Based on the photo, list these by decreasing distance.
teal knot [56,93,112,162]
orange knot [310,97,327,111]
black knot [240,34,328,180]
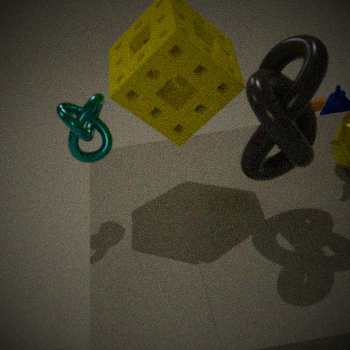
orange knot [310,97,327,111] < teal knot [56,93,112,162] < black knot [240,34,328,180]
